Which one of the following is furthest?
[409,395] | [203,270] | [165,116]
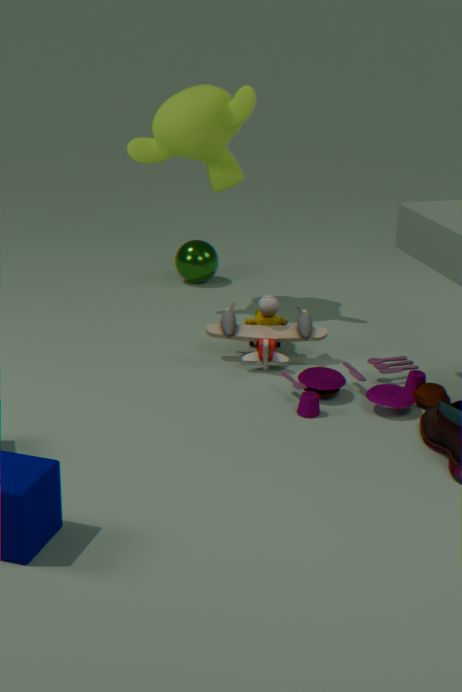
[203,270]
